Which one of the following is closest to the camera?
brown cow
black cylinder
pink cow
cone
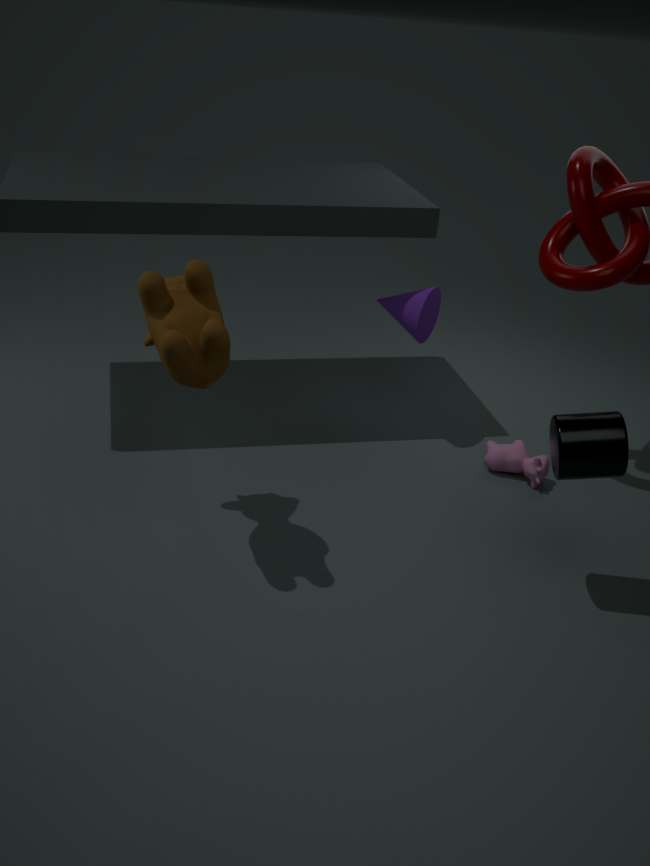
brown cow
